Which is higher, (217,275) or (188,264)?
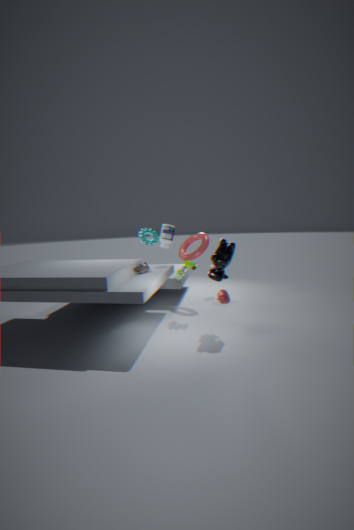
(217,275)
